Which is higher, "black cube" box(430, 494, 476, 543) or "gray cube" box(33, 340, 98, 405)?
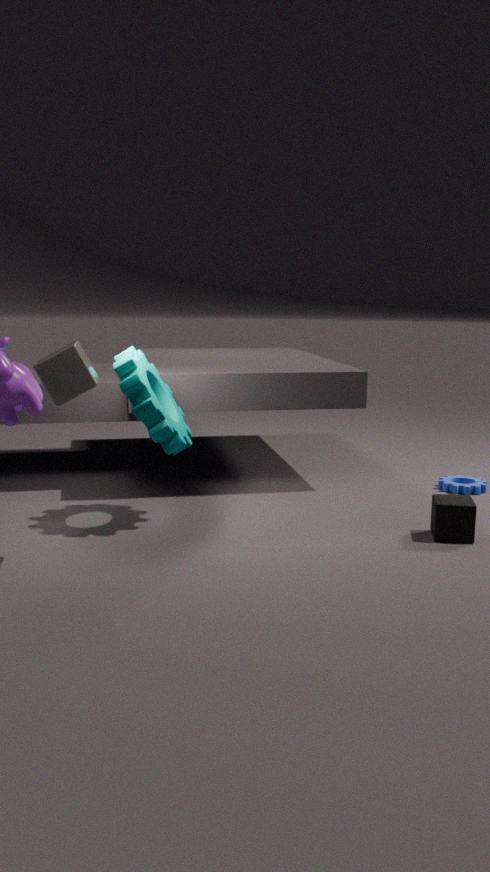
"gray cube" box(33, 340, 98, 405)
